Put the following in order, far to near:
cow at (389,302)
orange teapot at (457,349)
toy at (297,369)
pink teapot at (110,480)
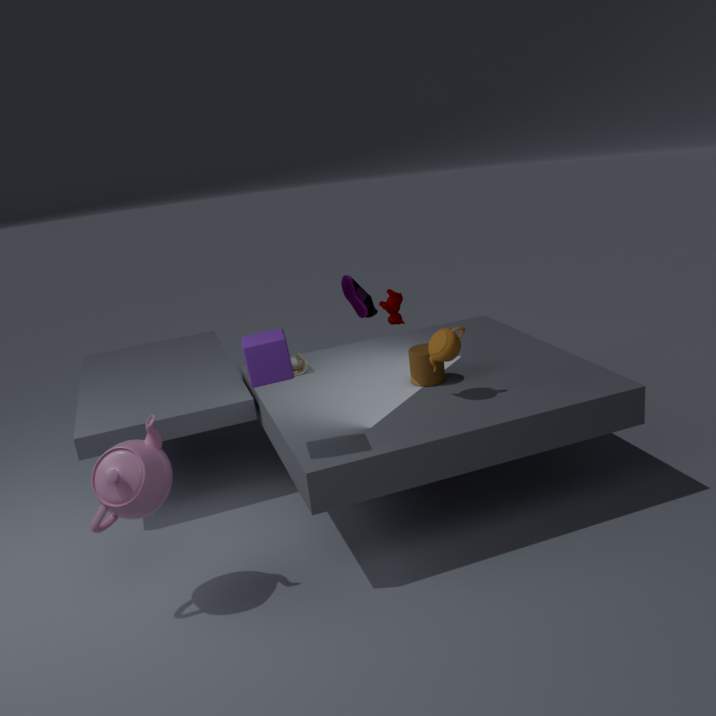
1. cow at (389,302)
2. toy at (297,369)
3. orange teapot at (457,349)
4. pink teapot at (110,480)
